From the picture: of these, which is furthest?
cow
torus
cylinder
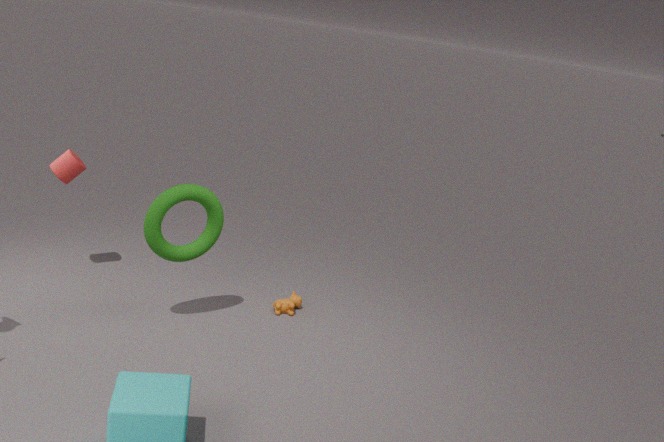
cow
